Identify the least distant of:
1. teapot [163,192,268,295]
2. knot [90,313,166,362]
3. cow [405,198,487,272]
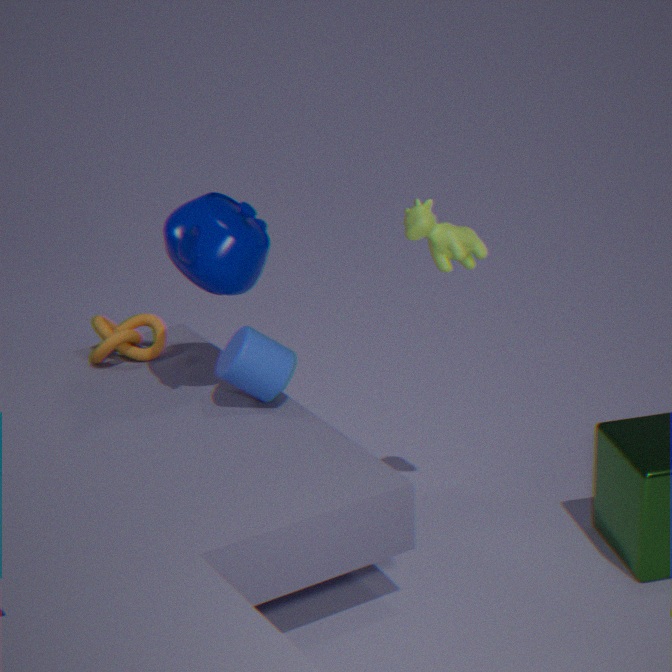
cow [405,198,487,272]
